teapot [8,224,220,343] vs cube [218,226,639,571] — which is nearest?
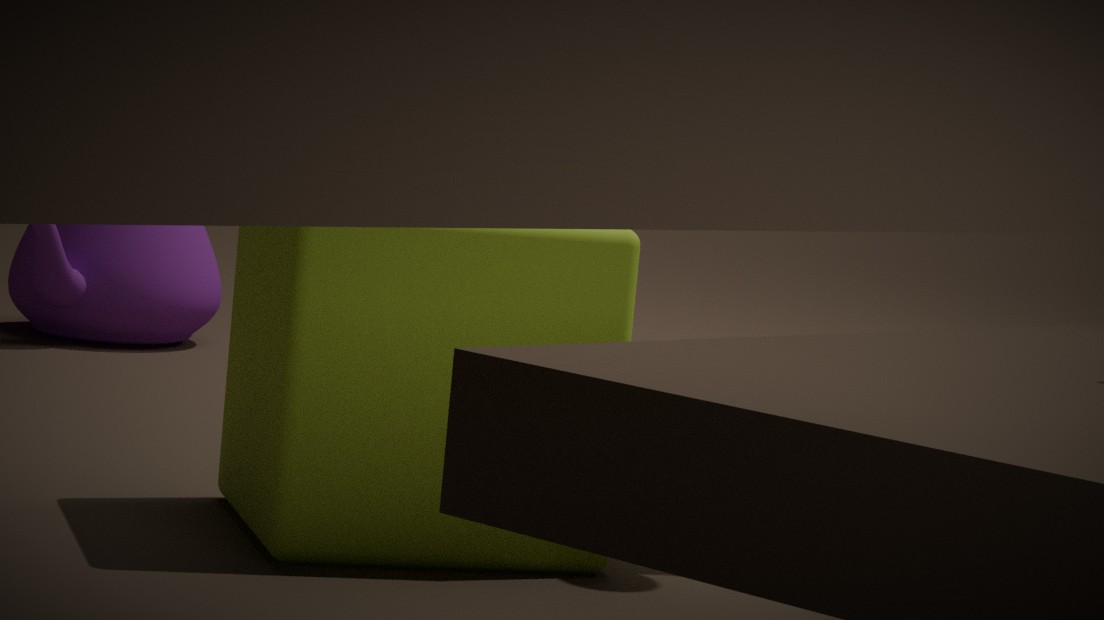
cube [218,226,639,571]
